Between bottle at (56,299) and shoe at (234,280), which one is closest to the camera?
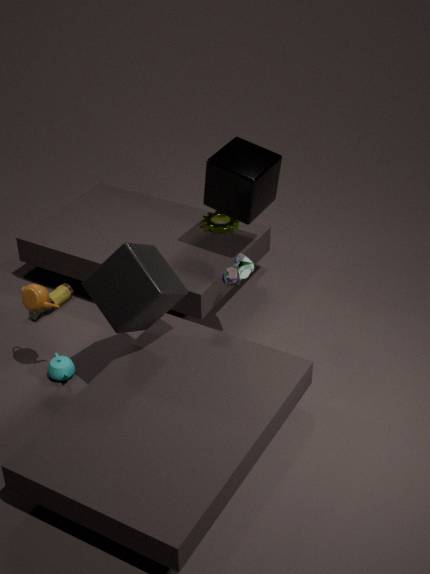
shoe at (234,280)
